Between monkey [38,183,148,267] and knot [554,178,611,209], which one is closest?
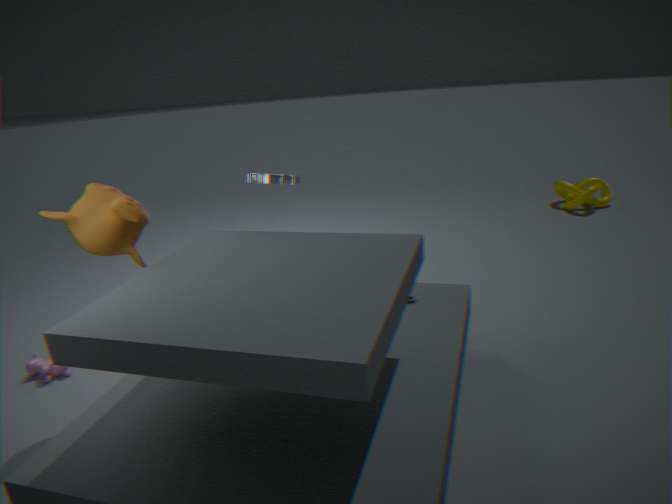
monkey [38,183,148,267]
